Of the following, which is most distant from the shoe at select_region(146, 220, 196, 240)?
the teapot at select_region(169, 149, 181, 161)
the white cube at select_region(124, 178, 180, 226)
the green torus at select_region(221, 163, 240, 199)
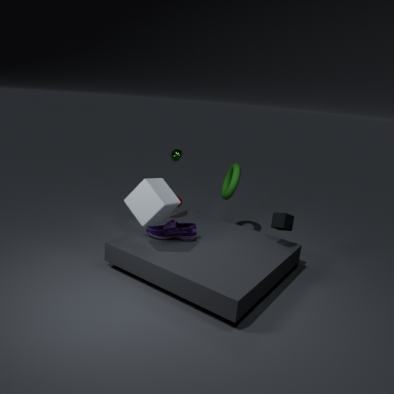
the green torus at select_region(221, 163, 240, 199)
